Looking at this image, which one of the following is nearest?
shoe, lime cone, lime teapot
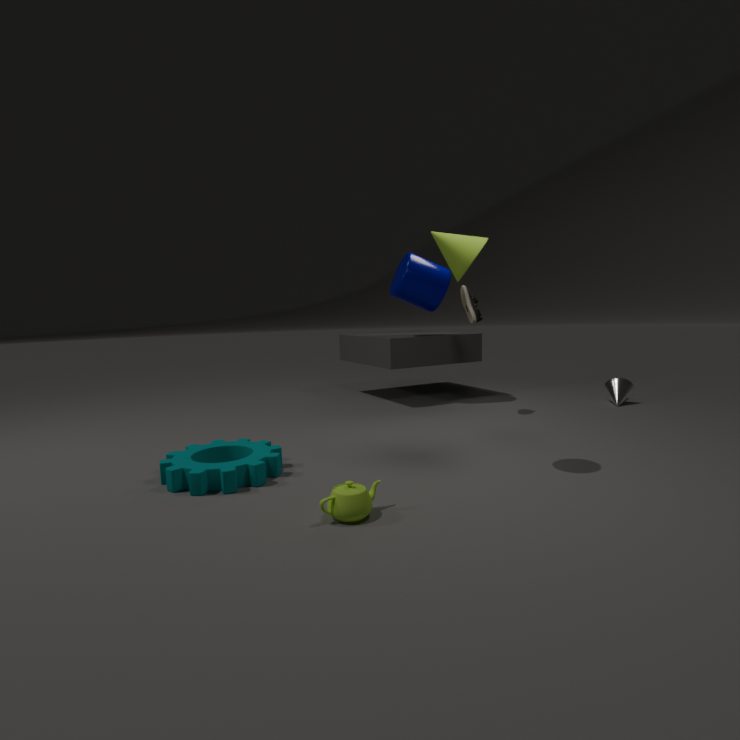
lime teapot
